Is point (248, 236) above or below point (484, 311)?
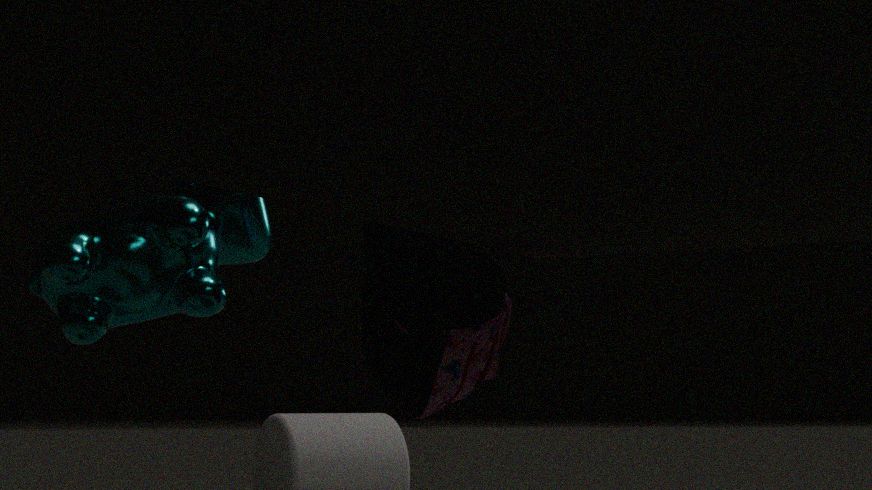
above
